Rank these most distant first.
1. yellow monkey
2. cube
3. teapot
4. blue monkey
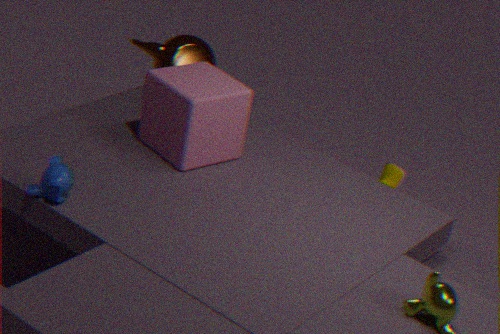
yellow monkey
teapot
cube
blue monkey
